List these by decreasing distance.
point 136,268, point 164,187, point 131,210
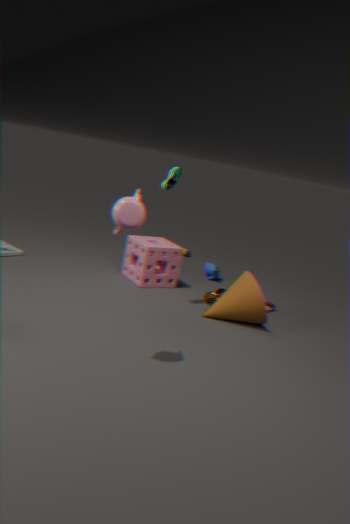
point 136,268 < point 164,187 < point 131,210
